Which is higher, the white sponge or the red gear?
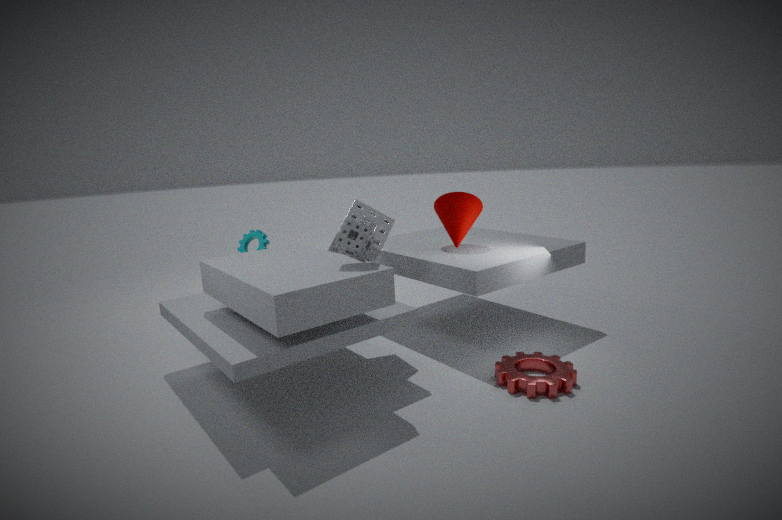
the white sponge
